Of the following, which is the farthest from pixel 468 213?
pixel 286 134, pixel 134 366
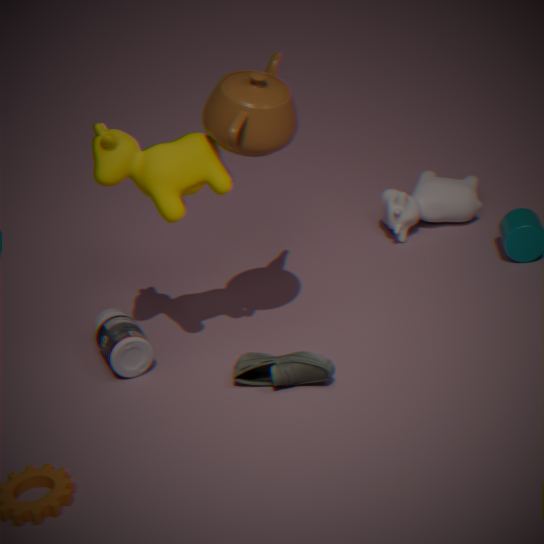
pixel 134 366
